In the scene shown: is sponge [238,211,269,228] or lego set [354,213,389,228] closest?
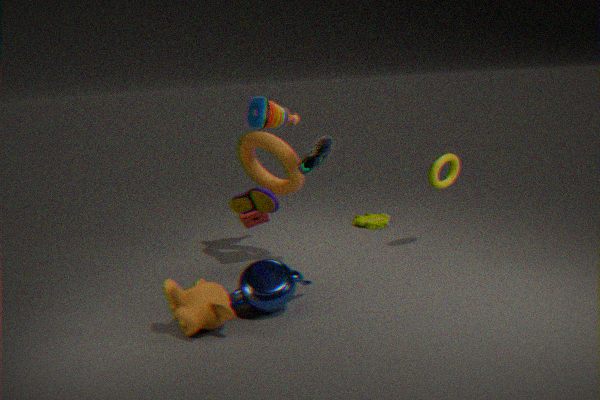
sponge [238,211,269,228]
